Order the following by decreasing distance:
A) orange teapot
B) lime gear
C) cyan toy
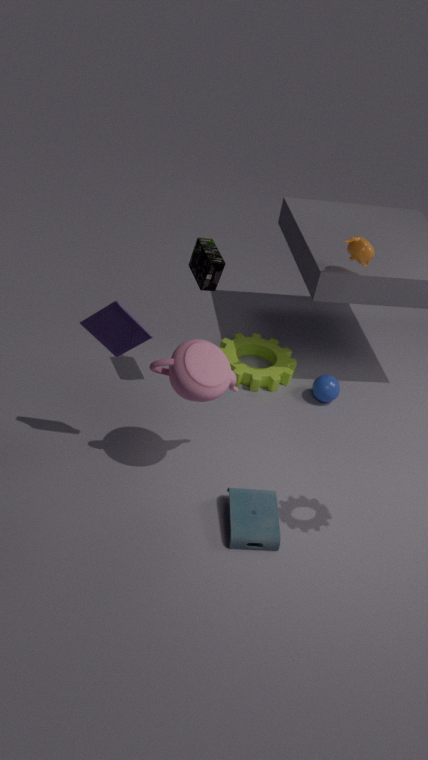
lime gear → orange teapot → cyan toy
